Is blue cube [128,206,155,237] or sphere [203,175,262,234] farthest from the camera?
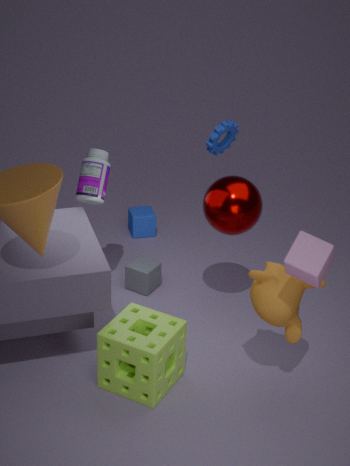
blue cube [128,206,155,237]
